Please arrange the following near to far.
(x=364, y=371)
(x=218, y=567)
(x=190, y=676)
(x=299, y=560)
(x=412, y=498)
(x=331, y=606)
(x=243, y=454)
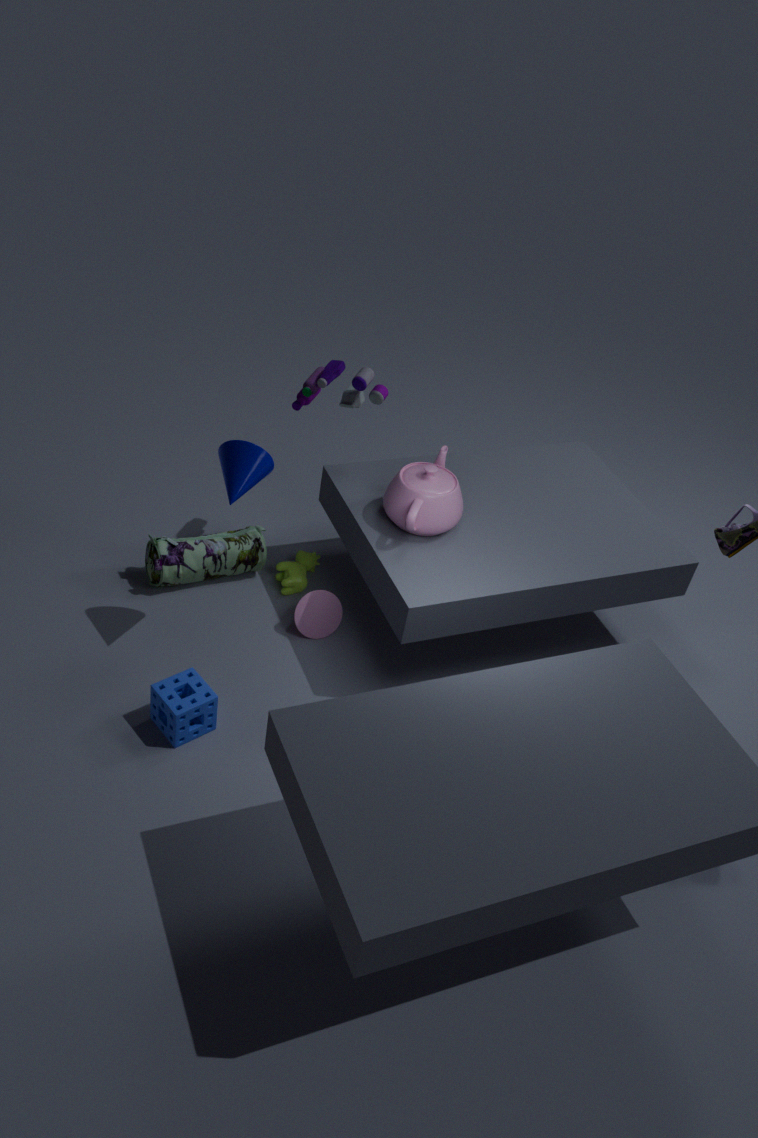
(x=243, y=454) → (x=190, y=676) → (x=412, y=498) → (x=364, y=371) → (x=331, y=606) → (x=218, y=567) → (x=299, y=560)
